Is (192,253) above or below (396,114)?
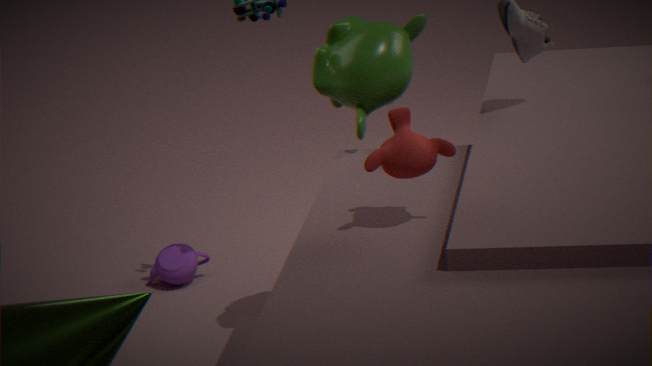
below
